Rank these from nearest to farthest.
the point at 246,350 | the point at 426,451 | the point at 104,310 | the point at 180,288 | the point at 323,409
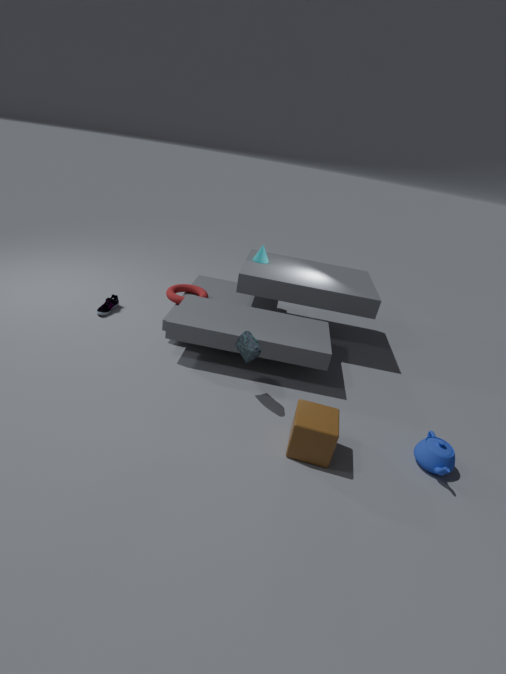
the point at 323,409
the point at 426,451
the point at 246,350
the point at 104,310
the point at 180,288
